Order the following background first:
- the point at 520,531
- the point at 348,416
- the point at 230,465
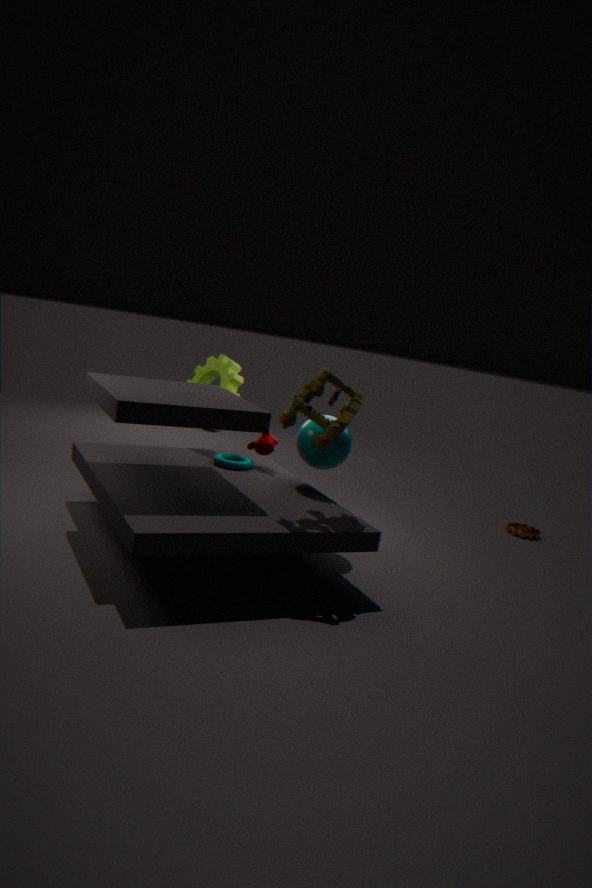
the point at 520,531 → the point at 230,465 → the point at 348,416
